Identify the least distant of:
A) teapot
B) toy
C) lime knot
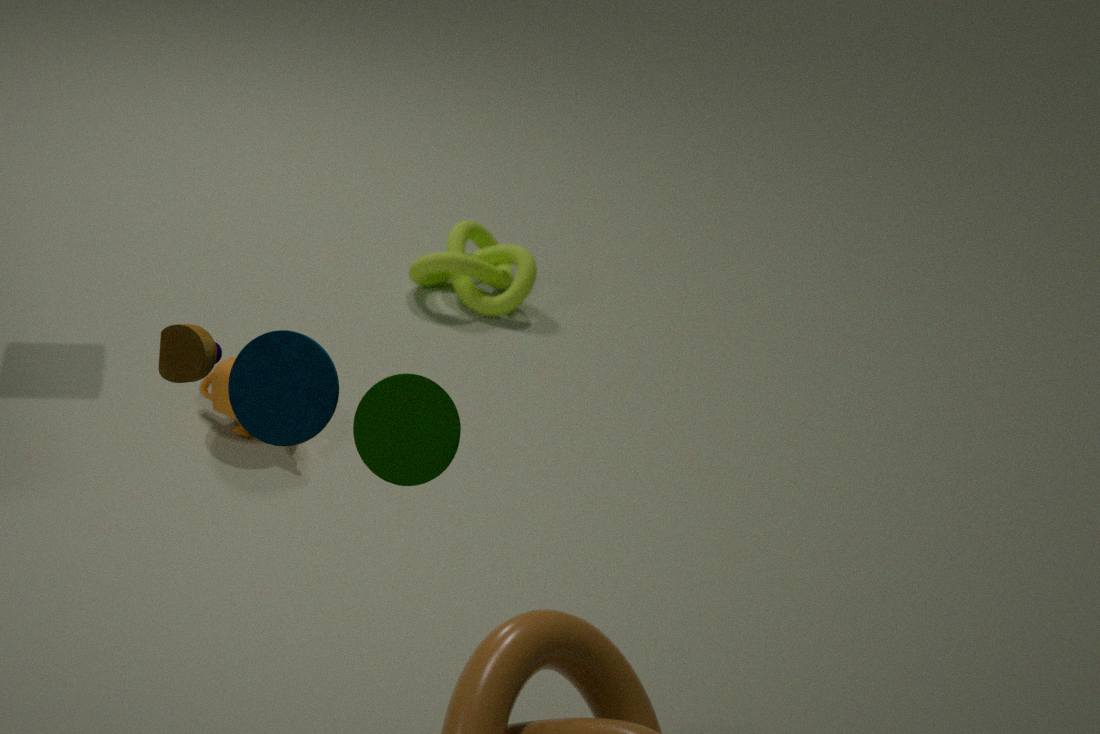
toy
